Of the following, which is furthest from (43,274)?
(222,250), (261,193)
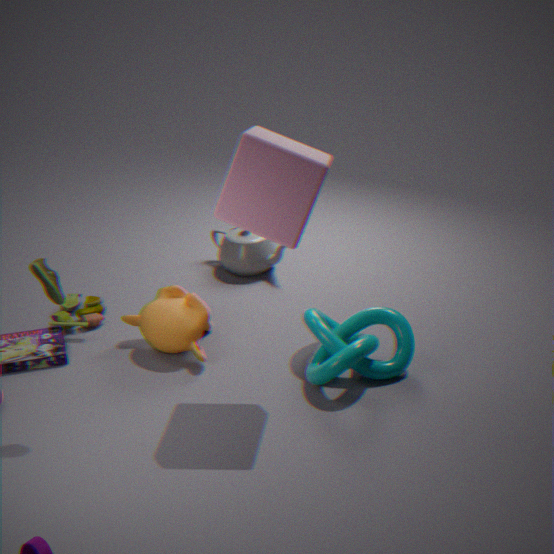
(222,250)
